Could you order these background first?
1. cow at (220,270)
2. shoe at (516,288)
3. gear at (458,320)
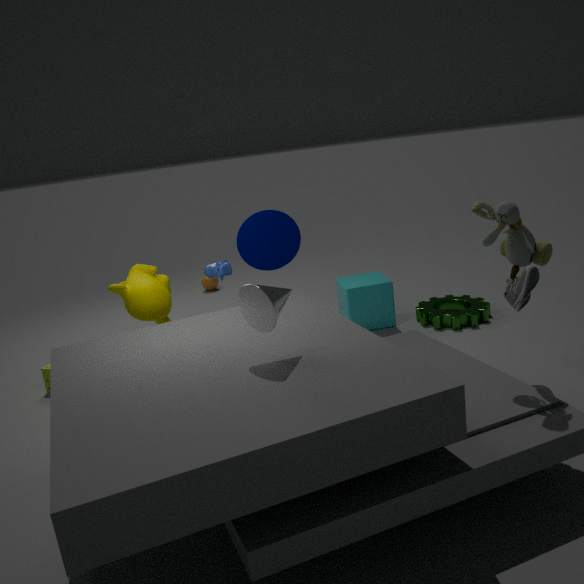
gear at (458,320) → cow at (220,270) → shoe at (516,288)
